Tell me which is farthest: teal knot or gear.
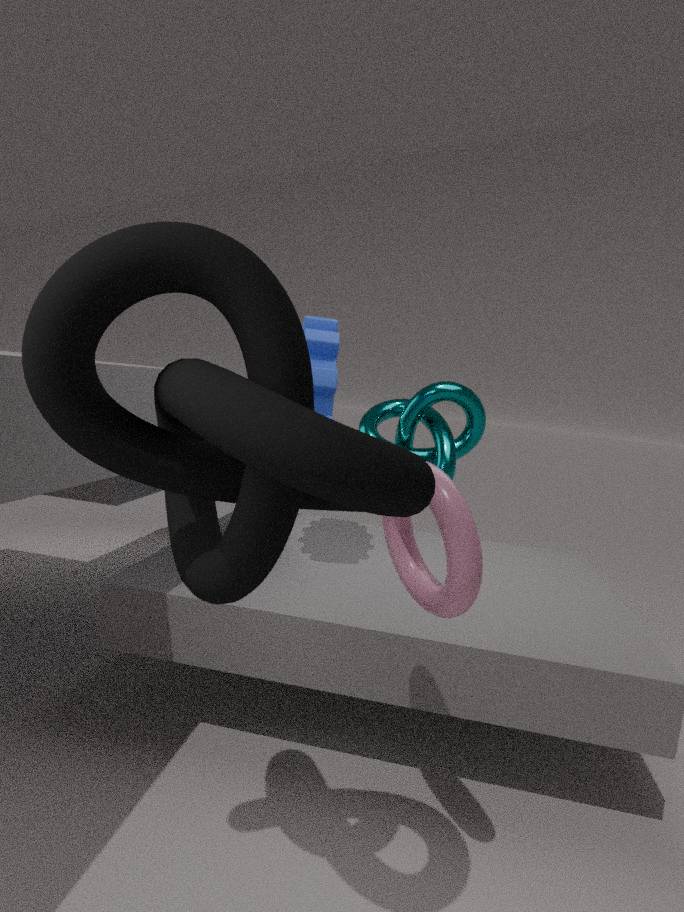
teal knot
